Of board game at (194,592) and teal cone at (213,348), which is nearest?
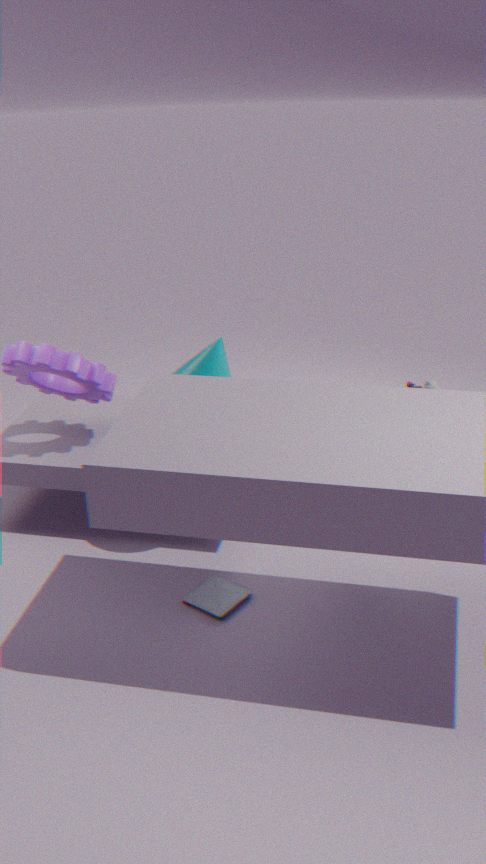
teal cone at (213,348)
